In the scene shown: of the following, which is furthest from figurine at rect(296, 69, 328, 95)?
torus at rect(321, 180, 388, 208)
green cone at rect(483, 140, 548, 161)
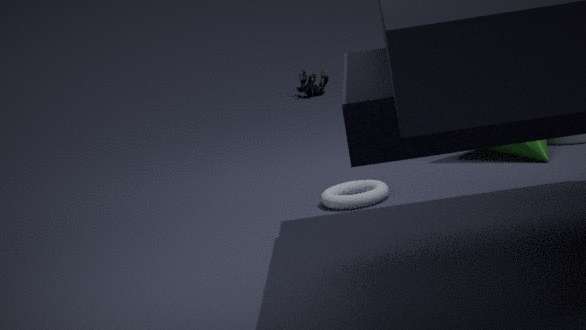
torus at rect(321, 180, 388, 208)
